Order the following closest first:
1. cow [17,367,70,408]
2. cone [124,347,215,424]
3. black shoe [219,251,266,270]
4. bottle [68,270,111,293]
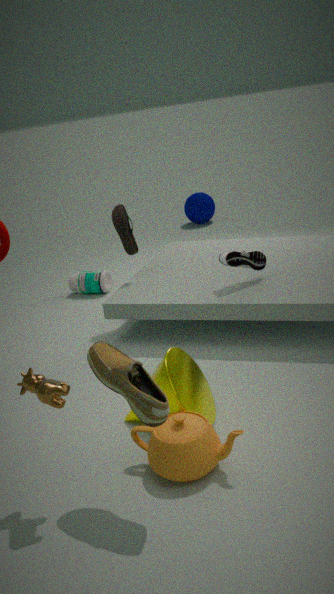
1. cow [17,367,70,408]
2. cone [124,347,215,424]
3. black shoe [219,251,266,270]
4. bottle [68,270,111,293]
